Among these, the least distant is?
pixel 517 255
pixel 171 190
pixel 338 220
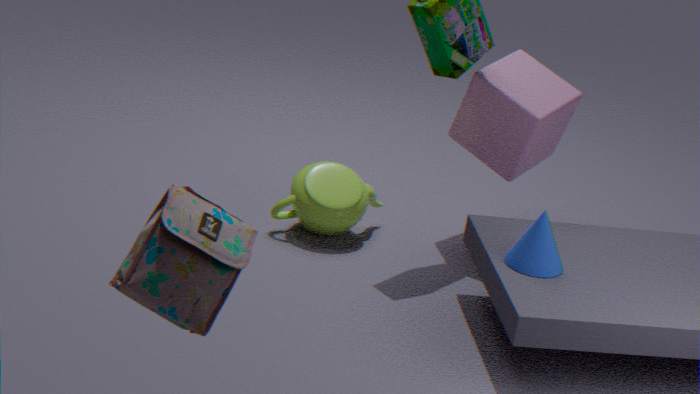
pixel 171 190
